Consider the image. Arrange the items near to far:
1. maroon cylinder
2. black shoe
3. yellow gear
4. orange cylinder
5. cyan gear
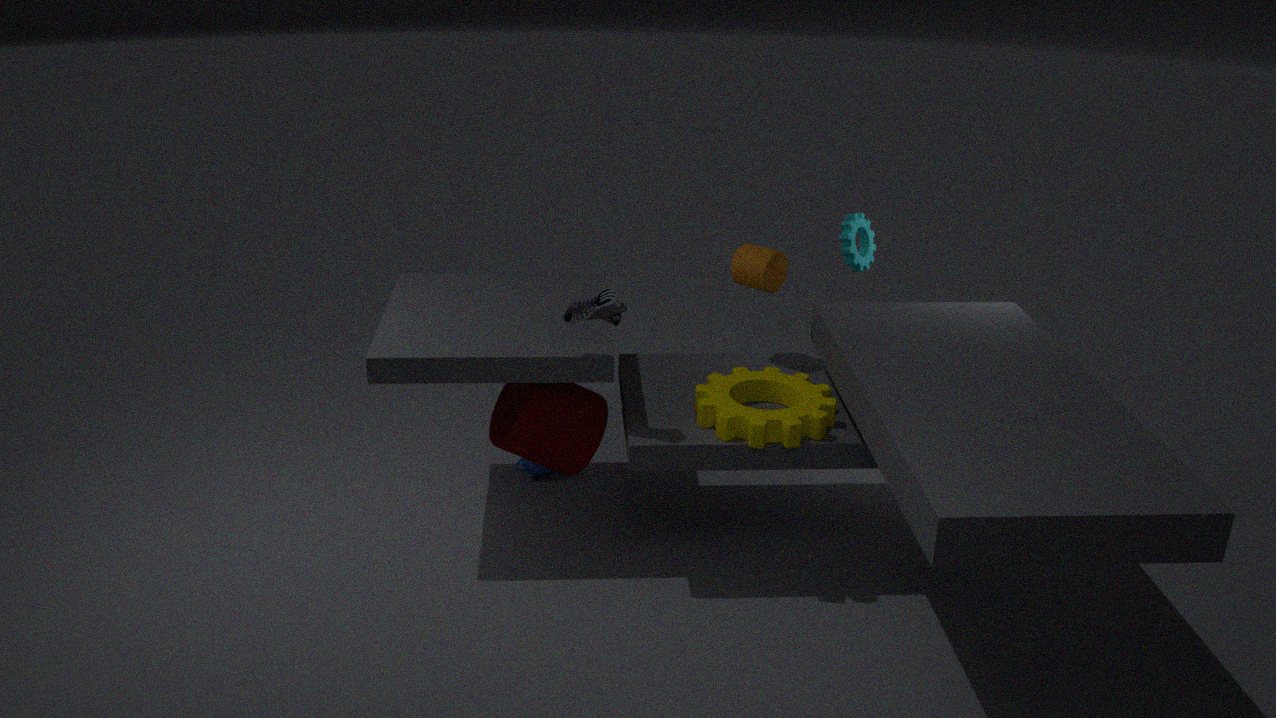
black shoe
yellow gear
maroon cylinder
orange cylinder
cyan gear
